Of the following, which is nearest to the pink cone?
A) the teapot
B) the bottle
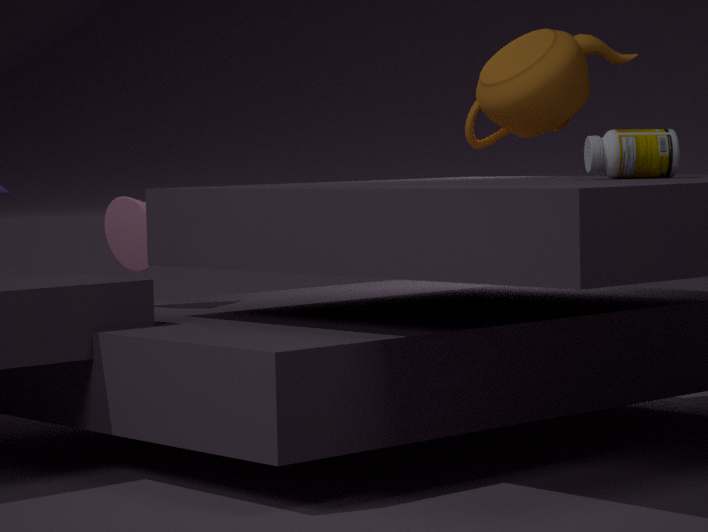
the teapot
